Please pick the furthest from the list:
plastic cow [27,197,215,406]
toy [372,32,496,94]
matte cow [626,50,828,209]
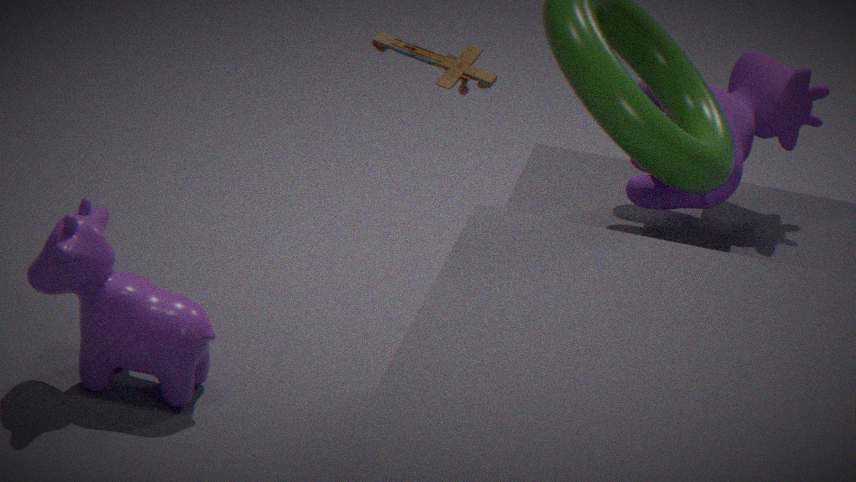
plastic cow [27,197,215,406]
